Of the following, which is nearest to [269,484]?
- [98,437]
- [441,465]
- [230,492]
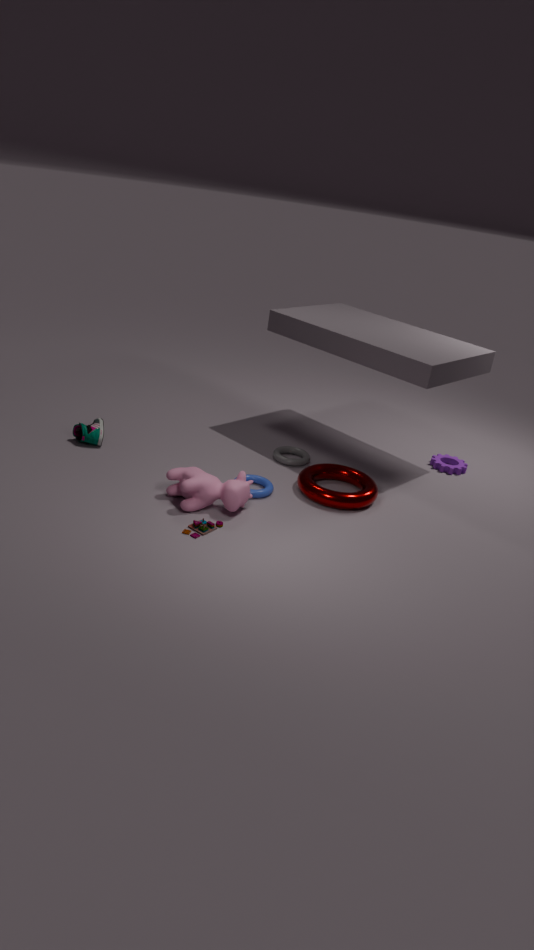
[230,492]
